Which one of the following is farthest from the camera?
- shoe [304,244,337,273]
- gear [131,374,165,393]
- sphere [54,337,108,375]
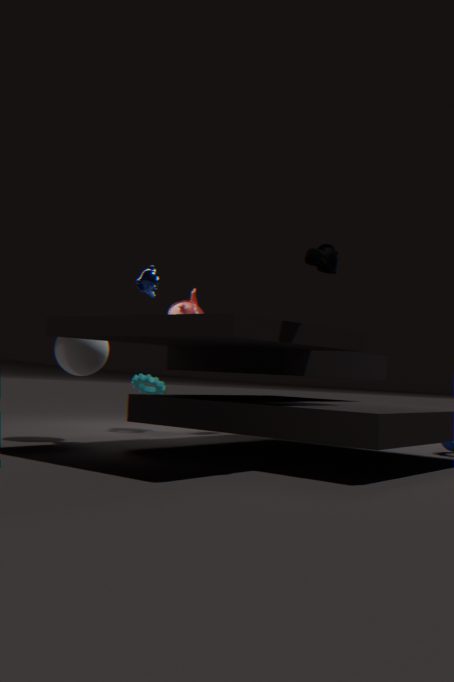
gear [131,374,165,393]
